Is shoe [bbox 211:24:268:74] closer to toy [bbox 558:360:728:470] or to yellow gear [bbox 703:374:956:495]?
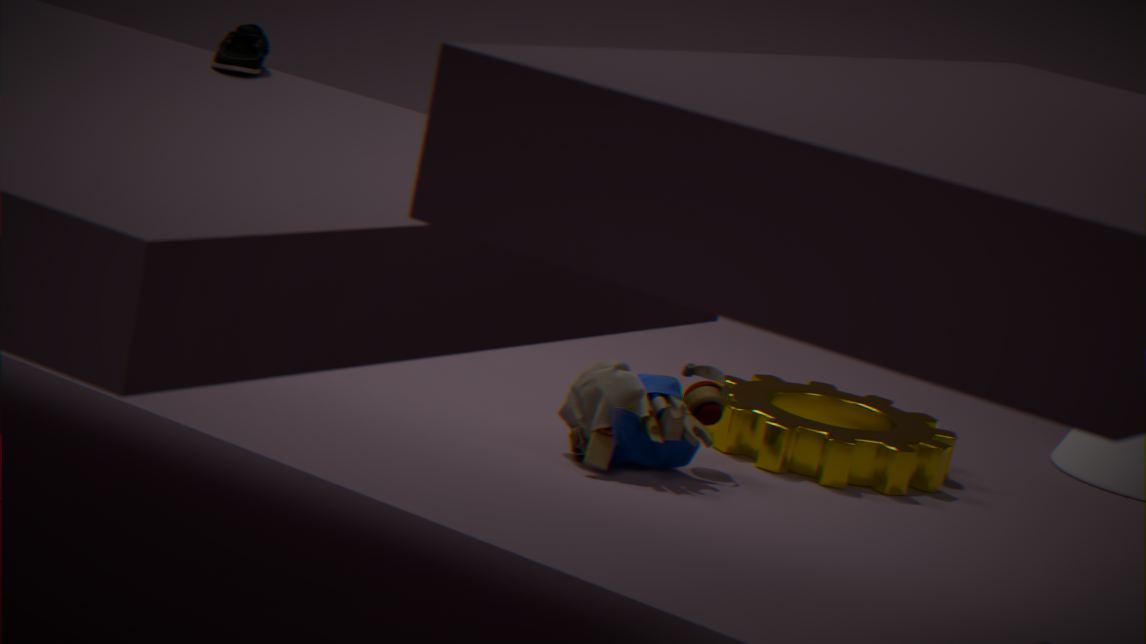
toy [bbox 558:360:728:470]
